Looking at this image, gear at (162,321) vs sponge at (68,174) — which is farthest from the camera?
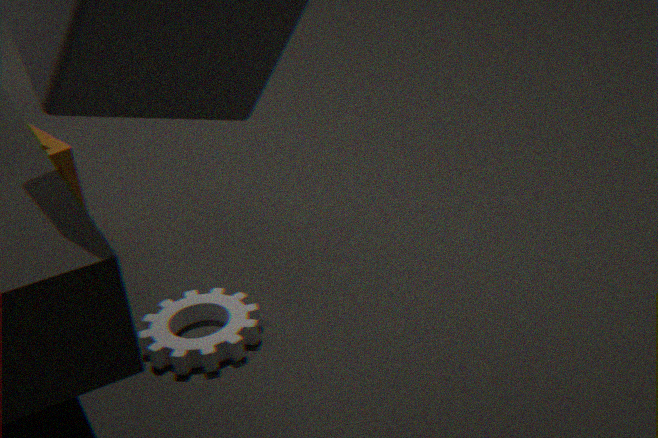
sponge at (68,174)
